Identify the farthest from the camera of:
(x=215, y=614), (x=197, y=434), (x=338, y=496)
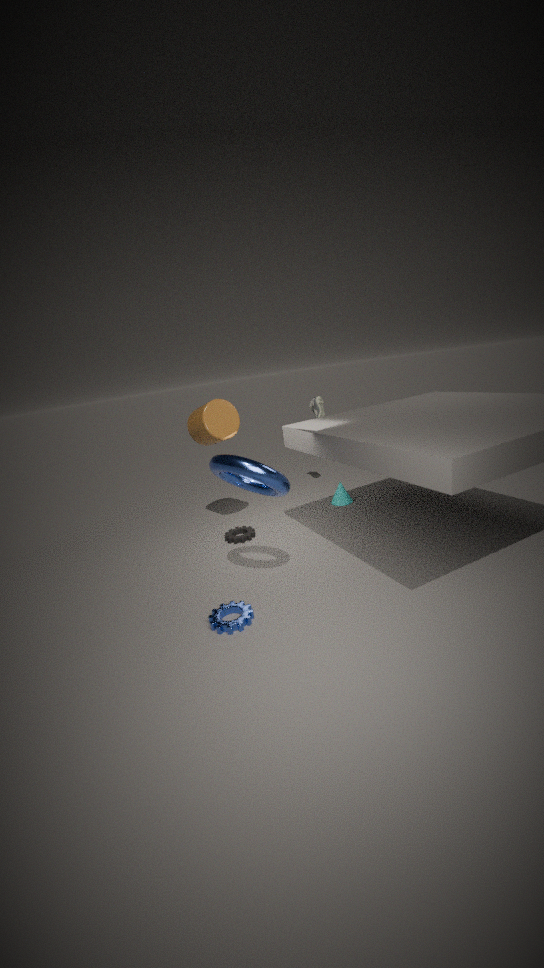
(x=338, y=496)
